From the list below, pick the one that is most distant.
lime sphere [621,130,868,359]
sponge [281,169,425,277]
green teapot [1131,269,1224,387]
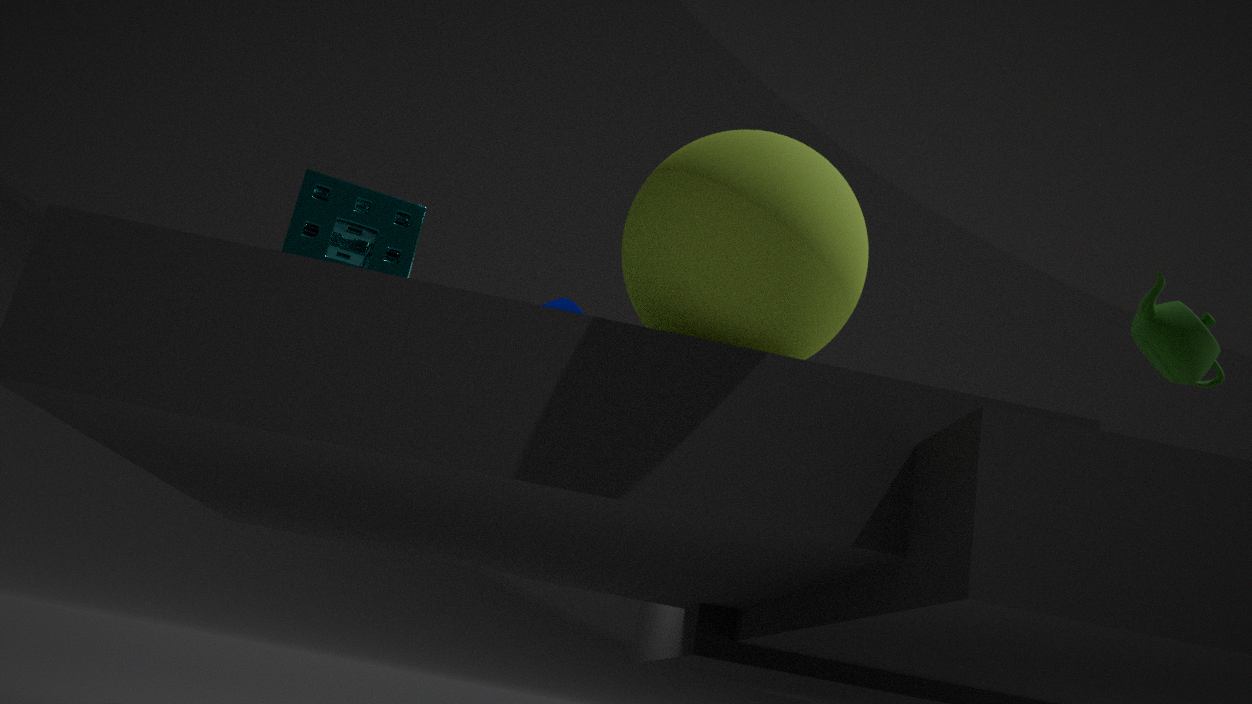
green teapot [1131,269,1224,387]
